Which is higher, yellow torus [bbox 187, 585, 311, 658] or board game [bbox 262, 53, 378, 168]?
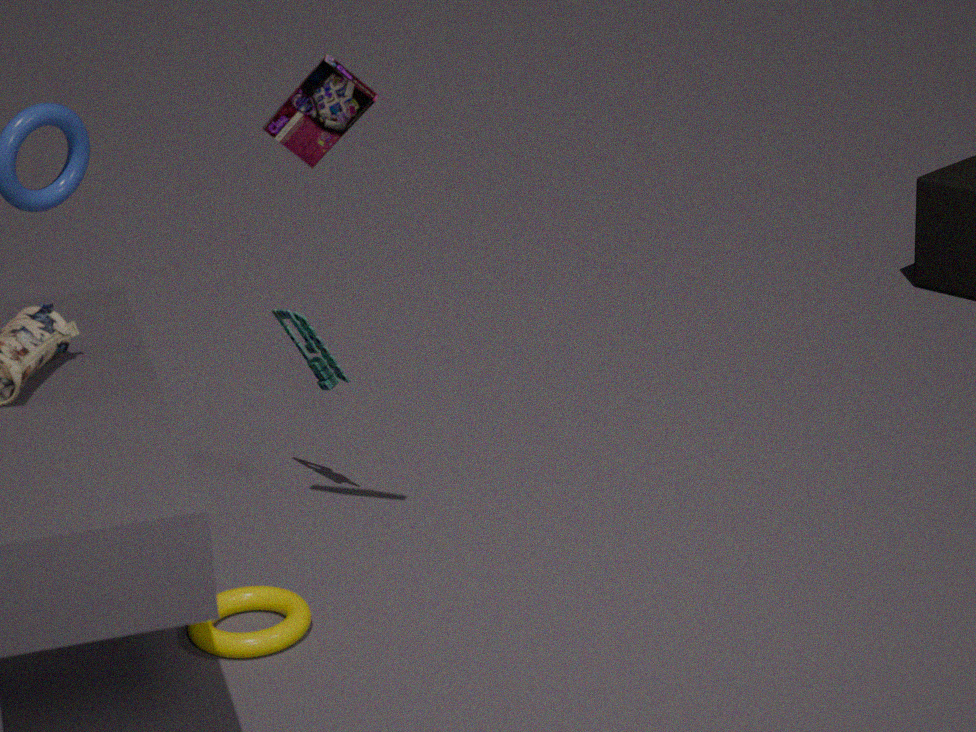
board game [bbox 262, 53, 378, 168]
